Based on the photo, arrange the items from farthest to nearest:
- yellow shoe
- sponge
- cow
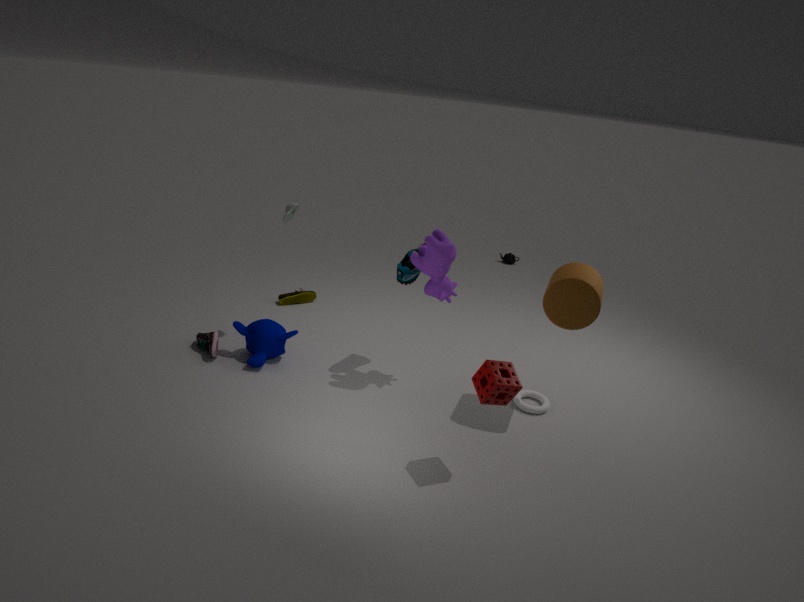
yellow shoe
cow
sponge
